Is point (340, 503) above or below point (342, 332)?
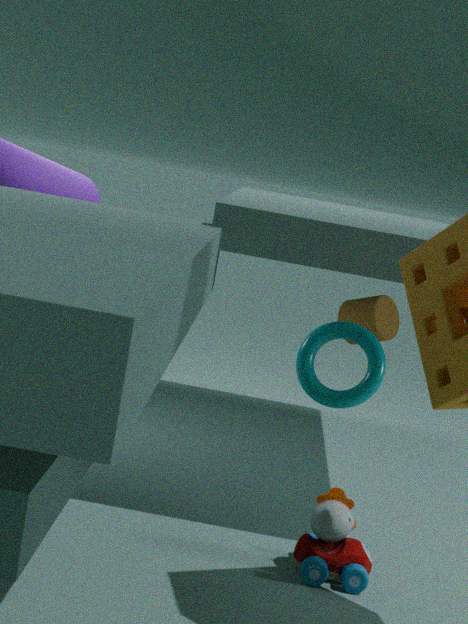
below
